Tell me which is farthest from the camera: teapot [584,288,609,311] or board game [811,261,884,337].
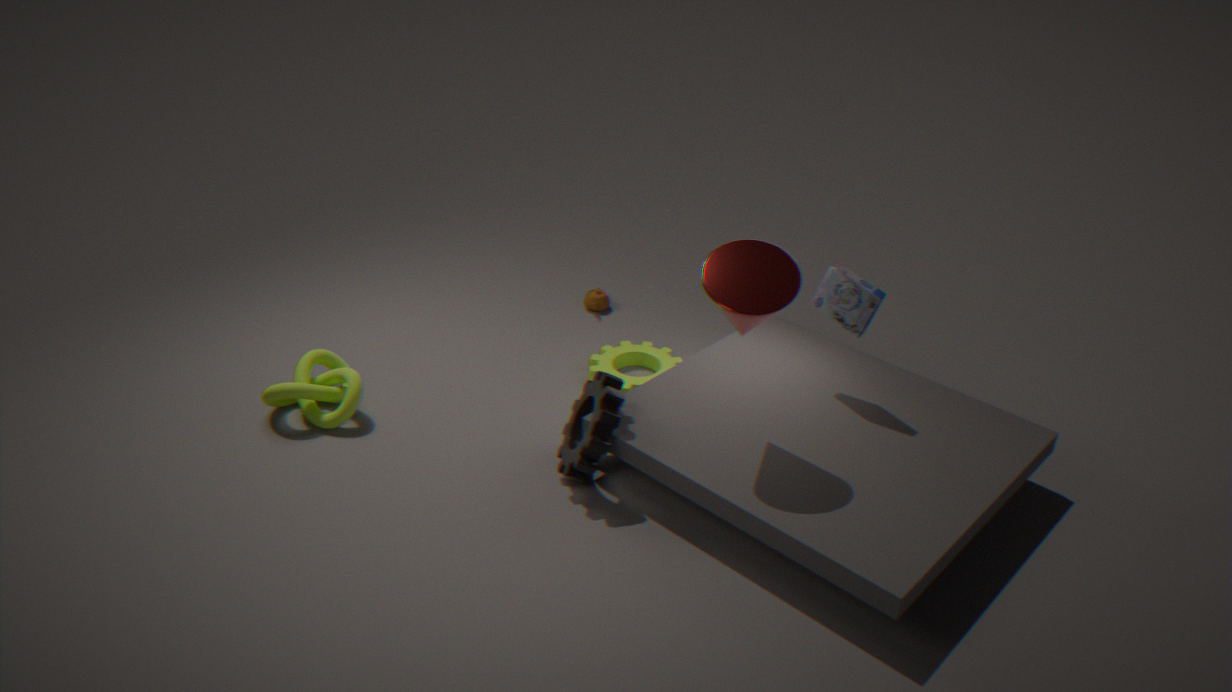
teapot [584,288,609,311]
